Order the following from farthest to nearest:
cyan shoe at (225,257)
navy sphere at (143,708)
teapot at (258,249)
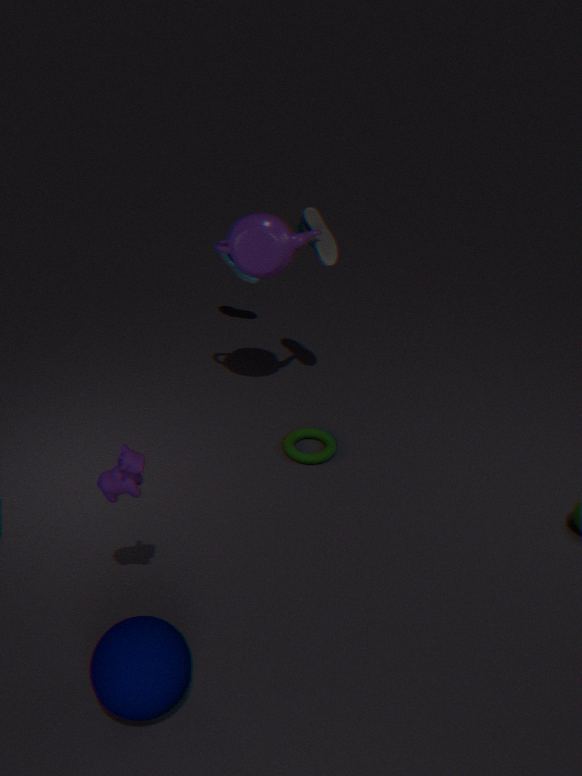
cyan shoe at (225,257) → teapot at (258,249) → navy sphere at (143,708)
